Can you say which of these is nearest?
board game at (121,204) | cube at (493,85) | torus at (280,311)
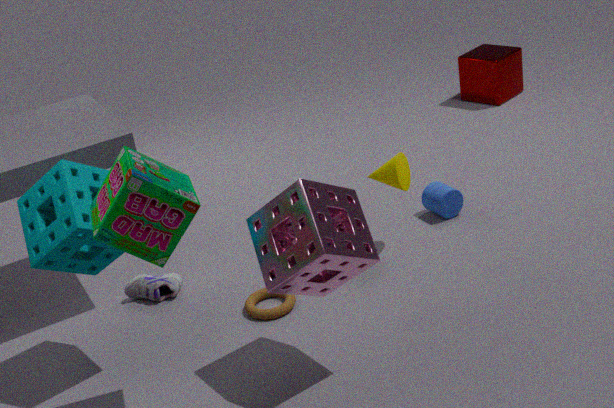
board game at (121,204)
